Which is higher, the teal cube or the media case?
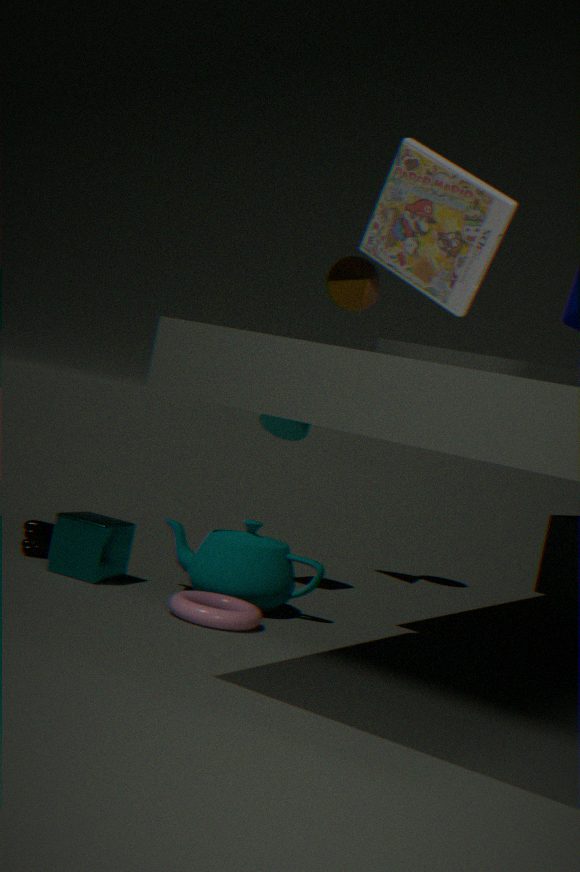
the media case
